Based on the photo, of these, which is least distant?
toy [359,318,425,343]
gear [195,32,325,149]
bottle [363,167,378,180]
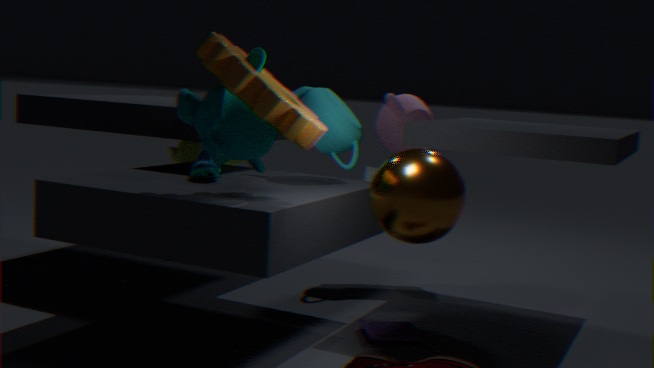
gear [195,32,325,149]
